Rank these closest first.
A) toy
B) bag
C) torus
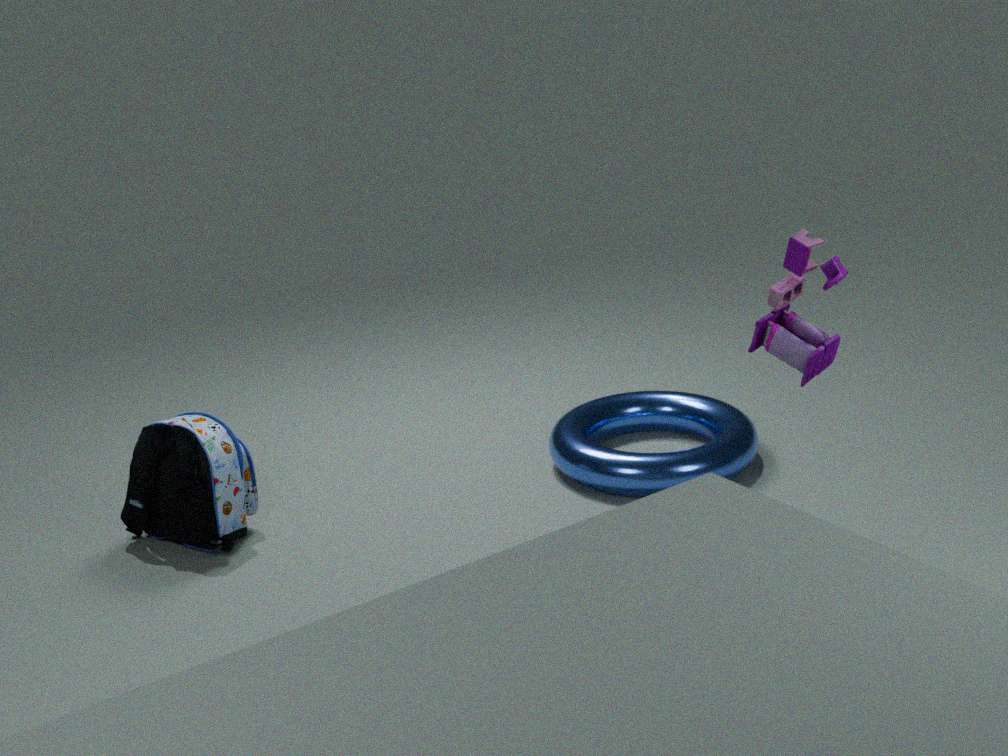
toy → bag → torus
